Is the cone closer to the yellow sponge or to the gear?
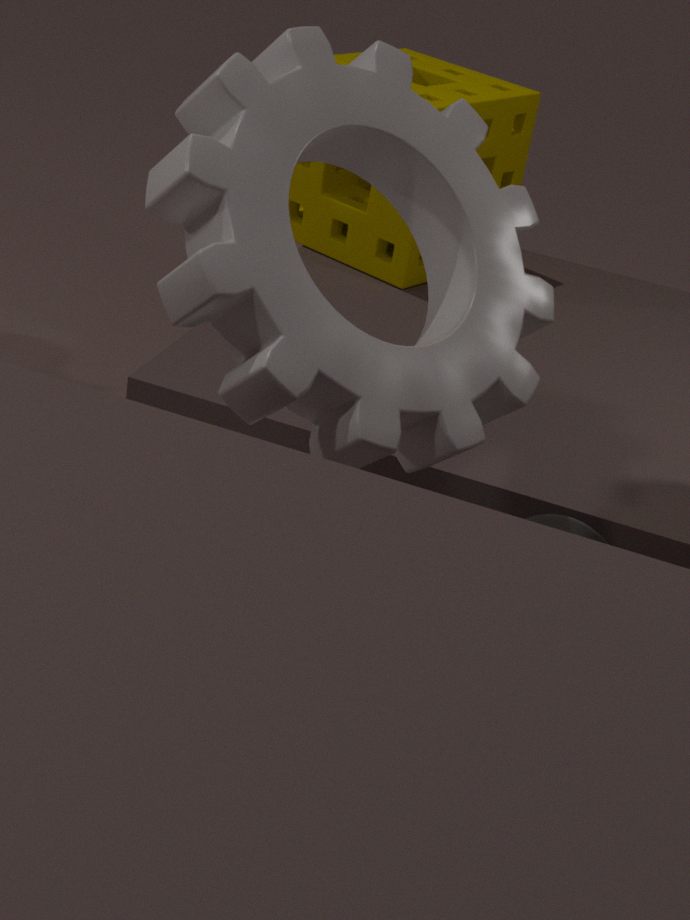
the gear
